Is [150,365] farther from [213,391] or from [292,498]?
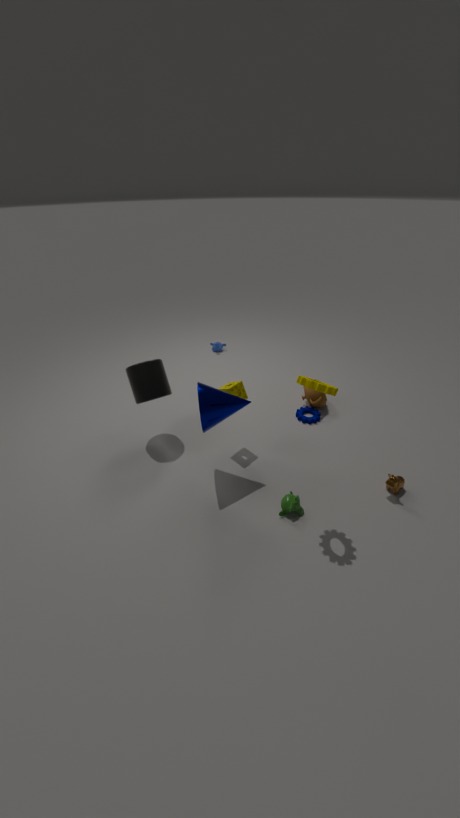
[292,498]
